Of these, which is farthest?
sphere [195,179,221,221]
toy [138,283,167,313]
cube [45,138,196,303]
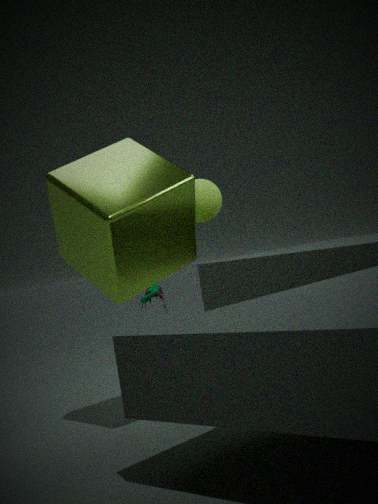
toy [138,283,167,313]
